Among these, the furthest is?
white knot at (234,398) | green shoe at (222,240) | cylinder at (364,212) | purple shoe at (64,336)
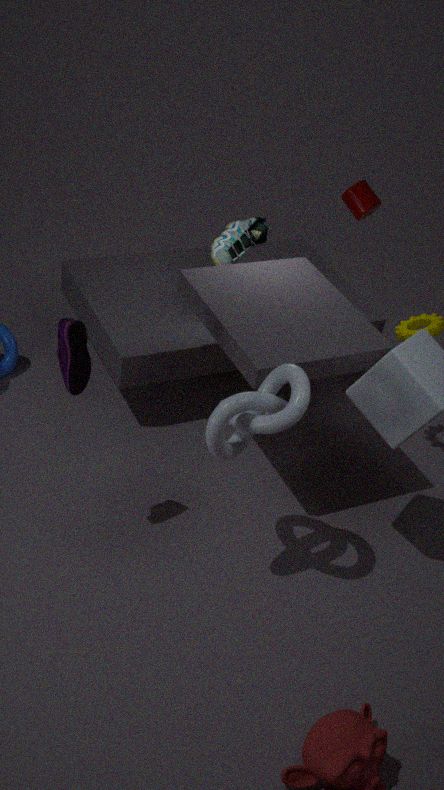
cylinder at (364,212)
